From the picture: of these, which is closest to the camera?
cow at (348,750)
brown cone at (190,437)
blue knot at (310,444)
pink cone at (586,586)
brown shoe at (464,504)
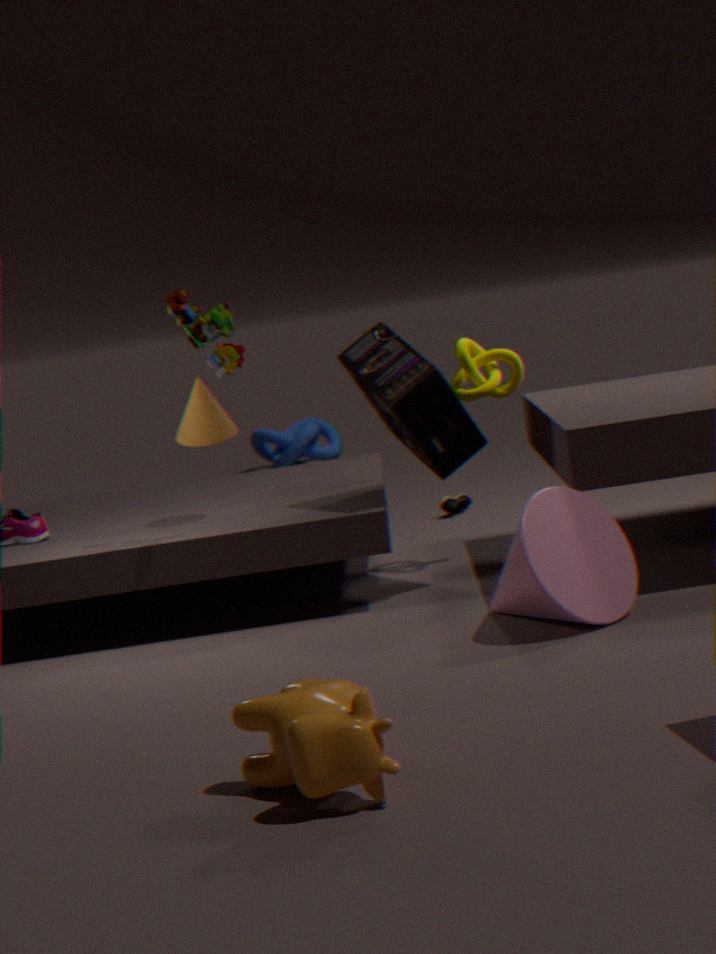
cow at (348,750)
